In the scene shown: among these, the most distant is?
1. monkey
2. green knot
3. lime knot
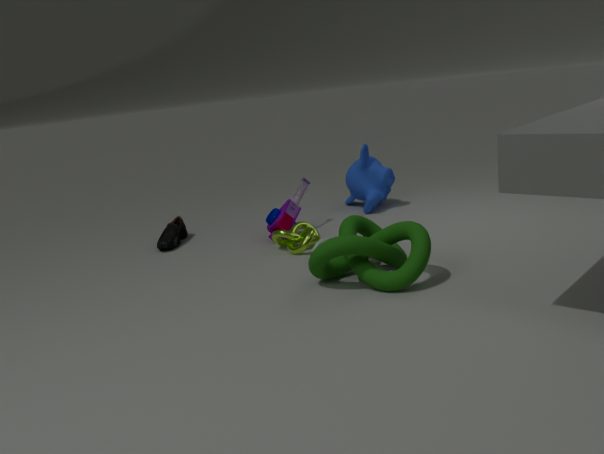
monkey
